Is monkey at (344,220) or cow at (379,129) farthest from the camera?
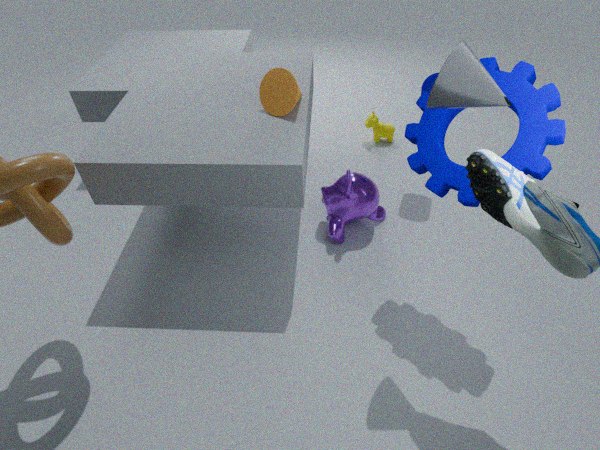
cow at (379,129)
